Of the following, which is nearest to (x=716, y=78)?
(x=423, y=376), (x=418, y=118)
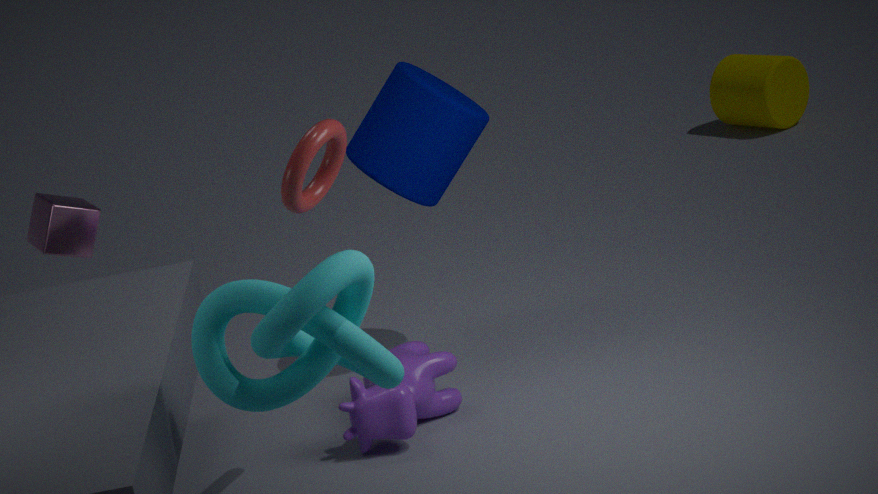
(x=418, y=118)
